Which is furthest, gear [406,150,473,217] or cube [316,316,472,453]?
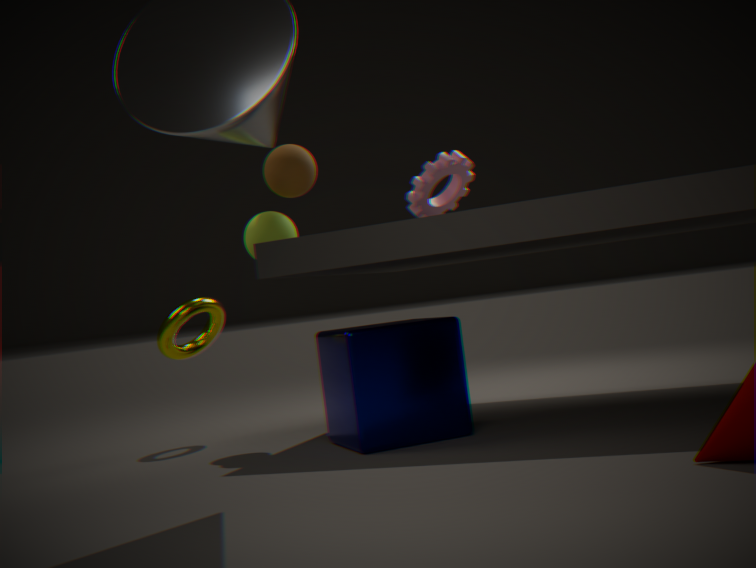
gear [406,150,473,217]
